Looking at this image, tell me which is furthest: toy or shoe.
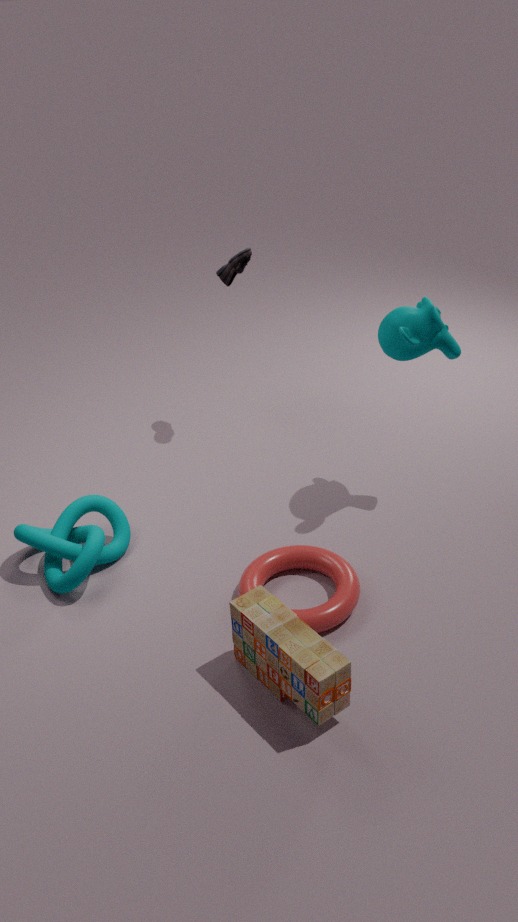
shoe
